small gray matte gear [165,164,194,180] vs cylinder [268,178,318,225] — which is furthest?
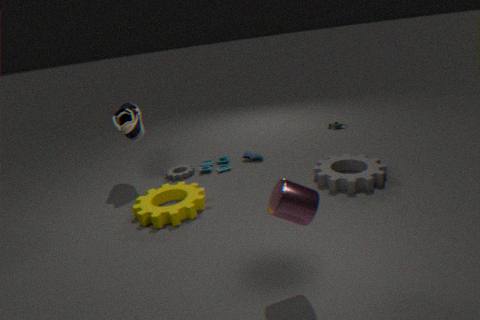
small gray matte gear [165,164,194,180]
